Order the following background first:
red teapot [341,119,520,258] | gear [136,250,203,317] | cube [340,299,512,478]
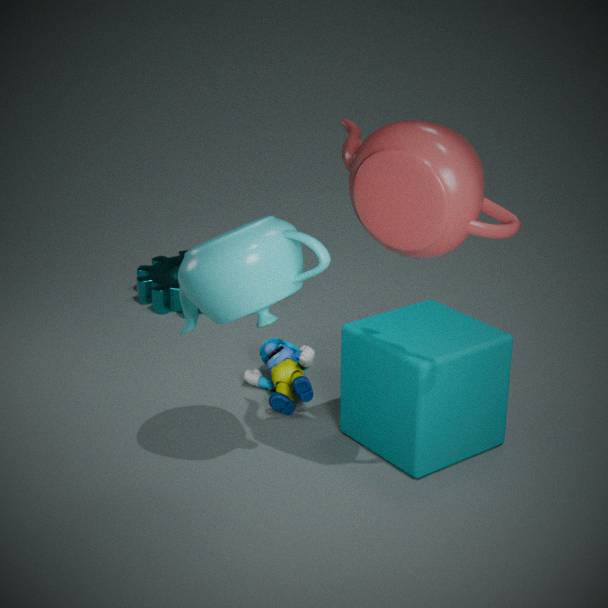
gear [136,250,203,317]
cube [340,299,512,478]
red teapot [341,119,520,258]
